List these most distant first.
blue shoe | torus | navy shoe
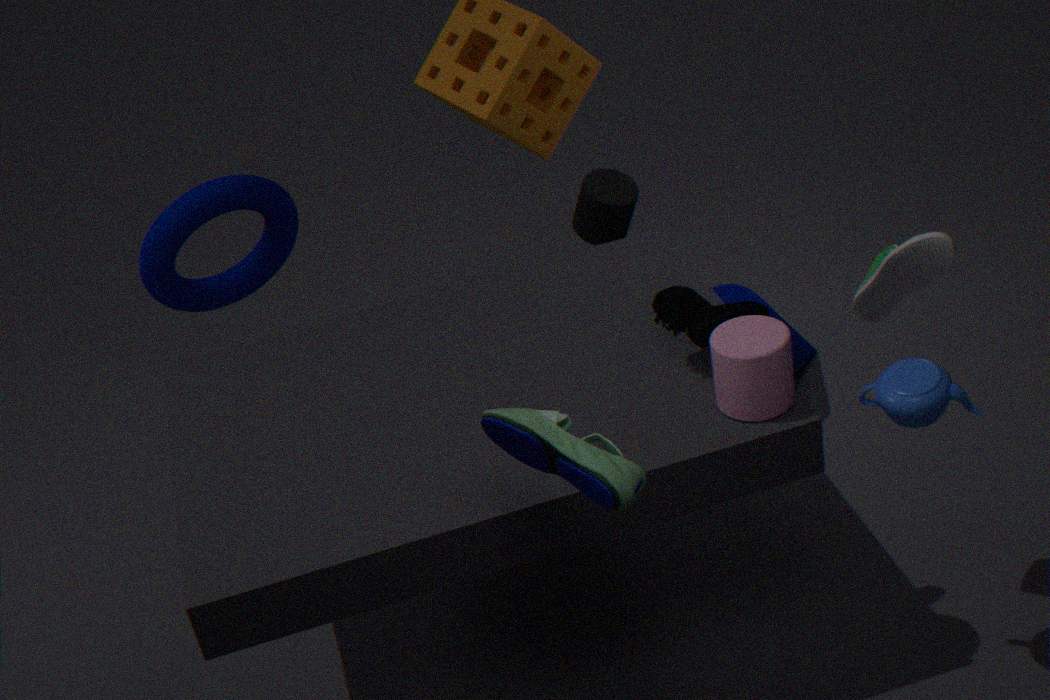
torus, navy shoe, blue shoe
